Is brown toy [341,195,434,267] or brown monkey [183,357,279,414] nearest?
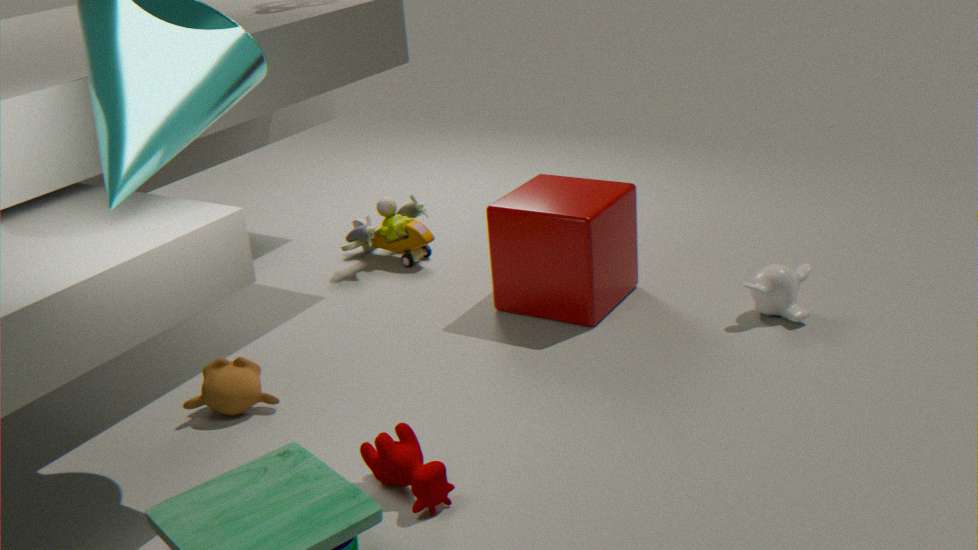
brown monkey [183,357,279,414]
